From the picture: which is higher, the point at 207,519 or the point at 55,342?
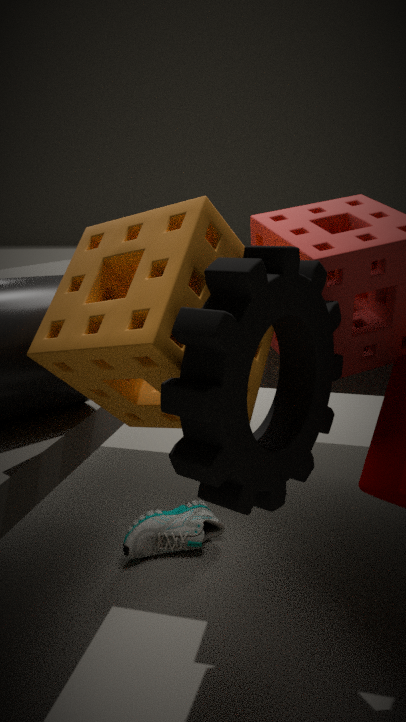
the point at 55,342
